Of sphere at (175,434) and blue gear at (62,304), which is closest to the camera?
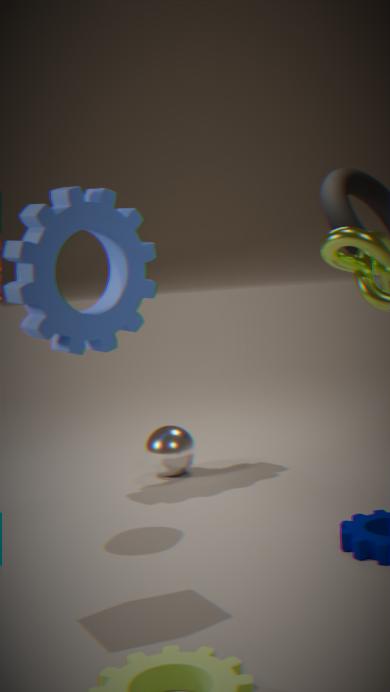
blue gear at (62,304)
